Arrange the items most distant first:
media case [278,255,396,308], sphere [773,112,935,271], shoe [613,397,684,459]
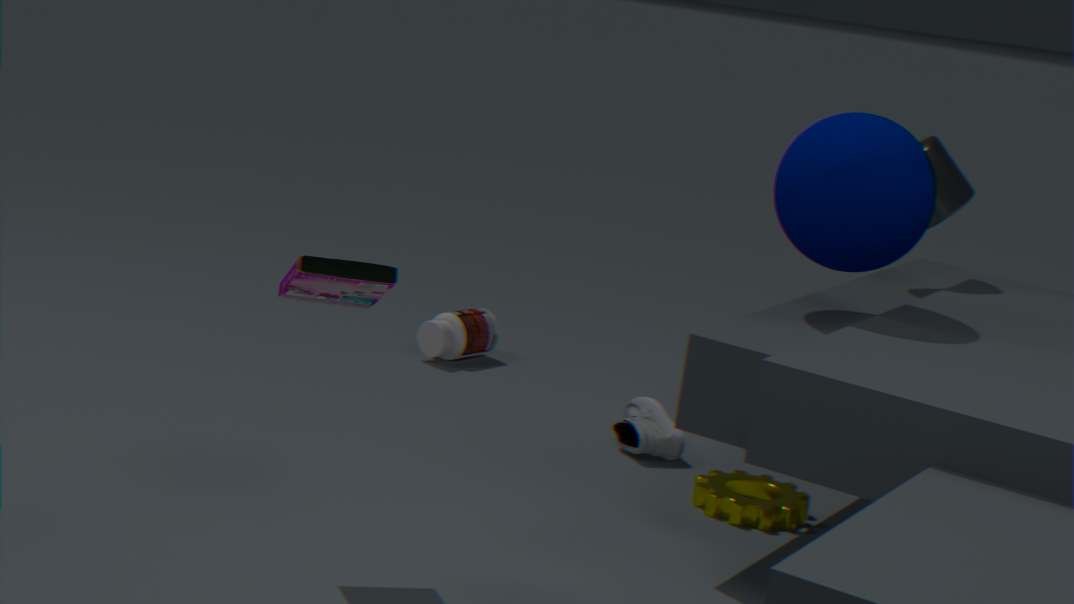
shoe [613,397,684,459], sphere [773,112,935,271], media case [278,255,396,308]
